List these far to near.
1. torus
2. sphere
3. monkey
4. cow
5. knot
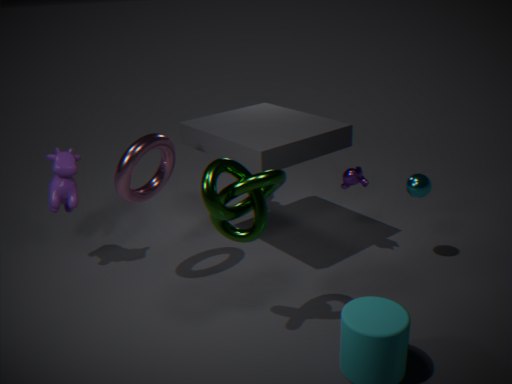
monkey → cow → sphere → torus → knot
